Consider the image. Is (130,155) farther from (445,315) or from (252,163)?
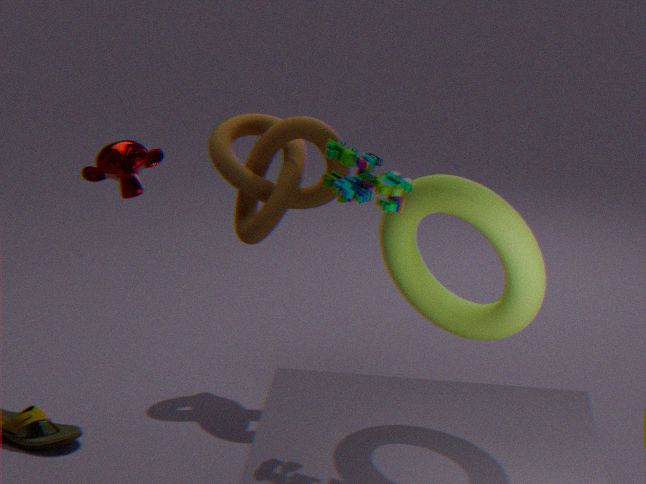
(445,315)
